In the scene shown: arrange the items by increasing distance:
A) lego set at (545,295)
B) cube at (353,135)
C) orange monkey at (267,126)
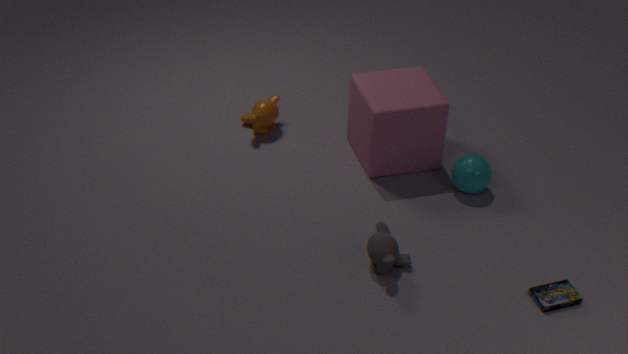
1. lego set at (545,295)
2. cube at (353,135)
3. orange monkey at (267,126)
